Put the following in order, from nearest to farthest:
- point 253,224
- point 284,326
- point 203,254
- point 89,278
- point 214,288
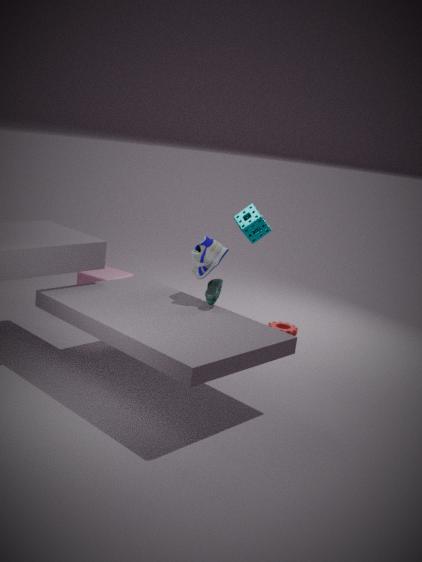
point 214,288
point 203,254
point 253,224
point 89,278
point 284,326
